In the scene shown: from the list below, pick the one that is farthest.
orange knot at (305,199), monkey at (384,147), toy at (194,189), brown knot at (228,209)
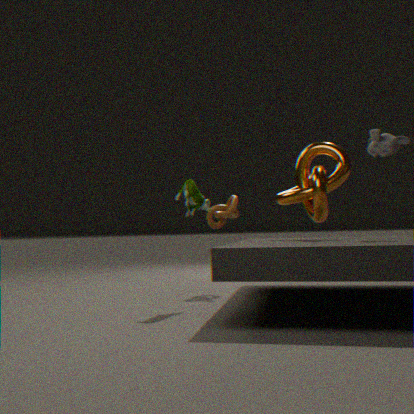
brown knot at (228,209)
